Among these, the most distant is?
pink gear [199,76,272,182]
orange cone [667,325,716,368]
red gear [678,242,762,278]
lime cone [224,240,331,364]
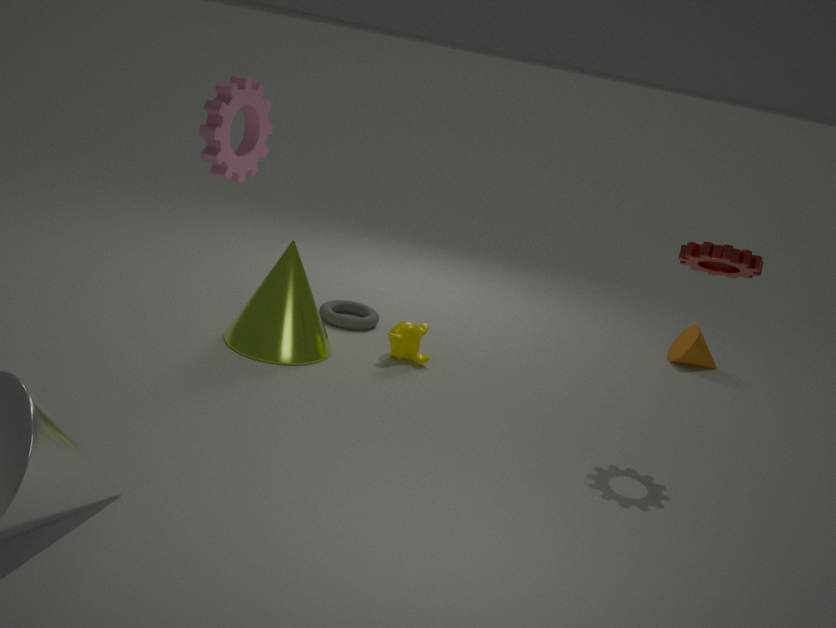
orange cone [667,325,716,368]
